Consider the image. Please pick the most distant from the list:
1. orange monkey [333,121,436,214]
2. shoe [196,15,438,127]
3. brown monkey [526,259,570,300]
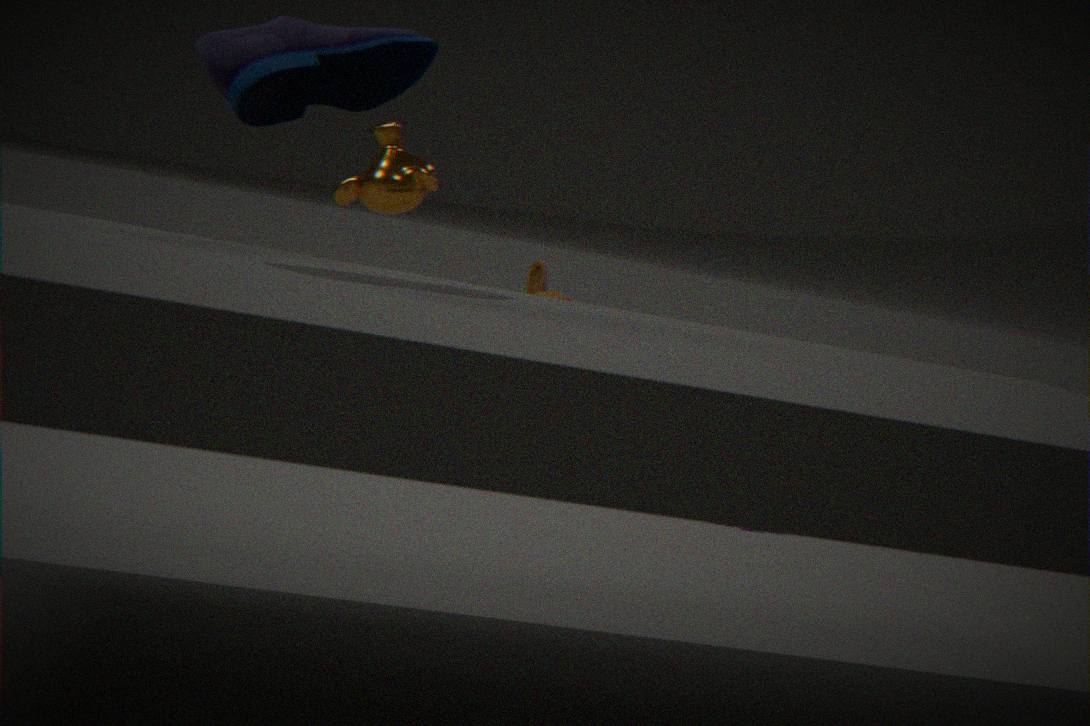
brown monkey [526,259,570,300]
